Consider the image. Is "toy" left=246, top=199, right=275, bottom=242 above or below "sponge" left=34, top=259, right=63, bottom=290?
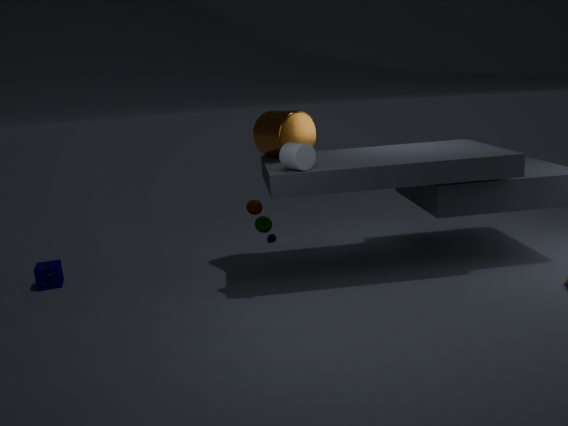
above
